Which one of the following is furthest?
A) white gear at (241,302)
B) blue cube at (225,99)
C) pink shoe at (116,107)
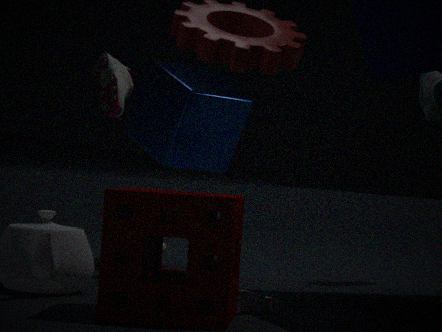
blue cube at (225,99)
